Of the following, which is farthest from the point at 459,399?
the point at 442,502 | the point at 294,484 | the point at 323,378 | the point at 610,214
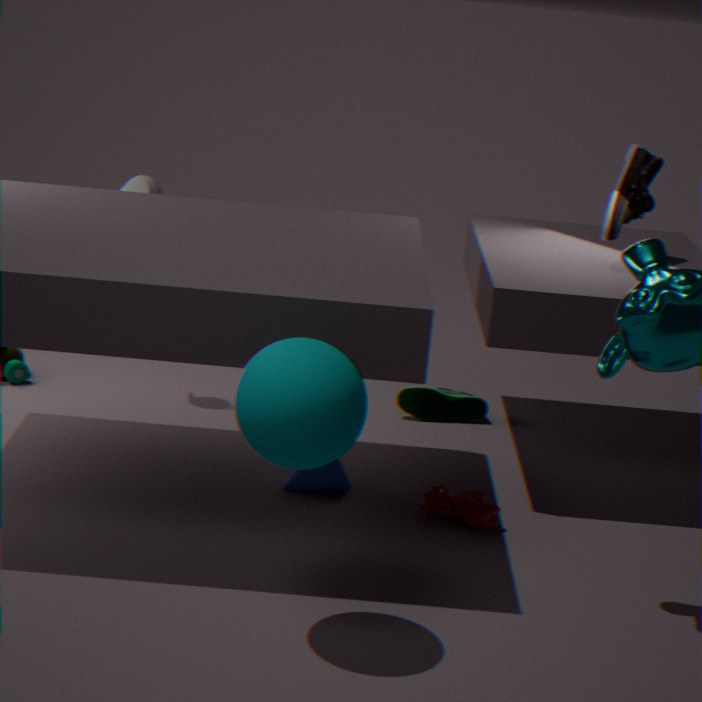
the point at 323,378
